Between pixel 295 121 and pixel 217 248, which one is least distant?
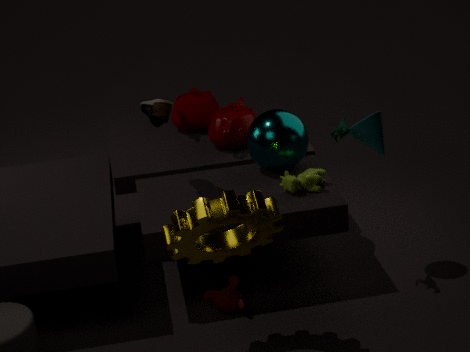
pixel 217 248
